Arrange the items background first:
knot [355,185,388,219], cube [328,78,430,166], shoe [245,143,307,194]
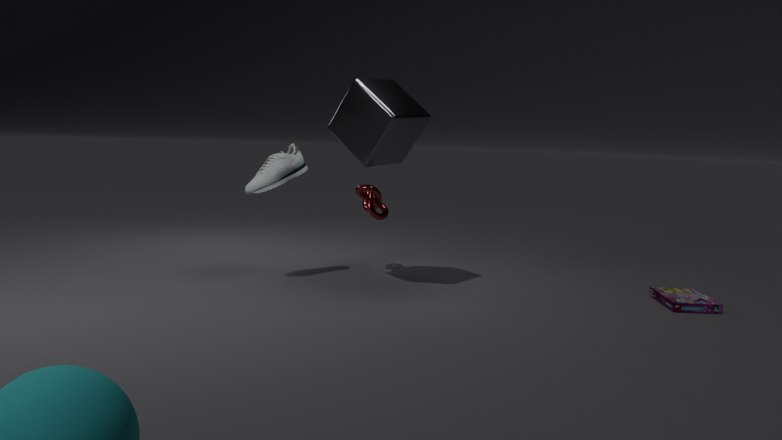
knot [355,185,388,219], shoe [245,143,307,194], cube [328,78,430,166]
